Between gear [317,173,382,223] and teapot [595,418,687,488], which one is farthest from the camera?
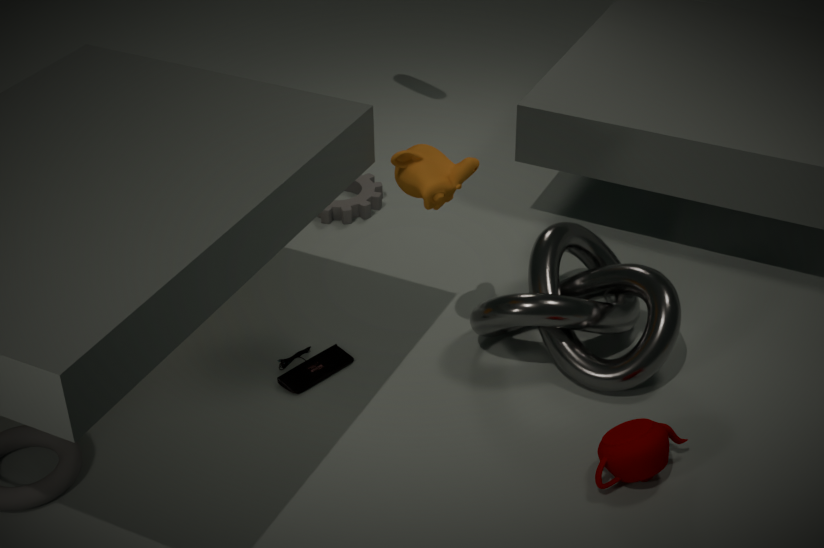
gear [317,173,382,223]
